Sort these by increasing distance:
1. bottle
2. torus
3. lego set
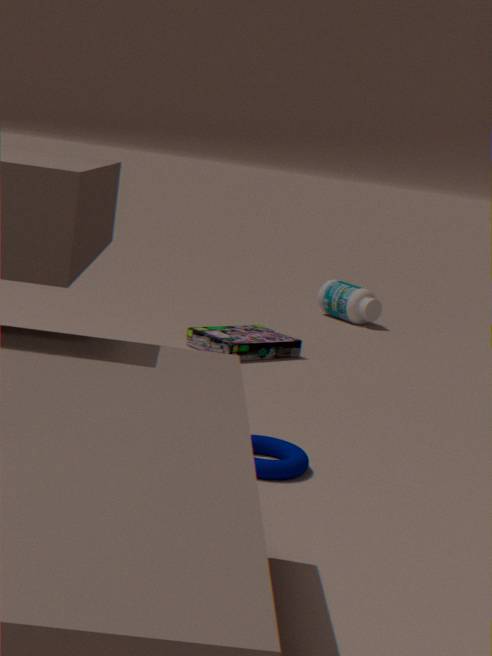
torus
lego set
bottle
